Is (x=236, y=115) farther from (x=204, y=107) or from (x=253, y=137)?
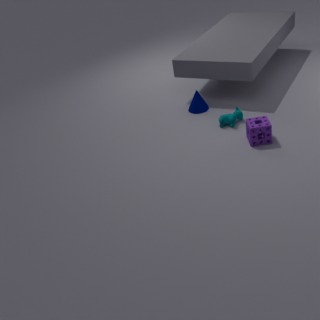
(x=204, y=107)
